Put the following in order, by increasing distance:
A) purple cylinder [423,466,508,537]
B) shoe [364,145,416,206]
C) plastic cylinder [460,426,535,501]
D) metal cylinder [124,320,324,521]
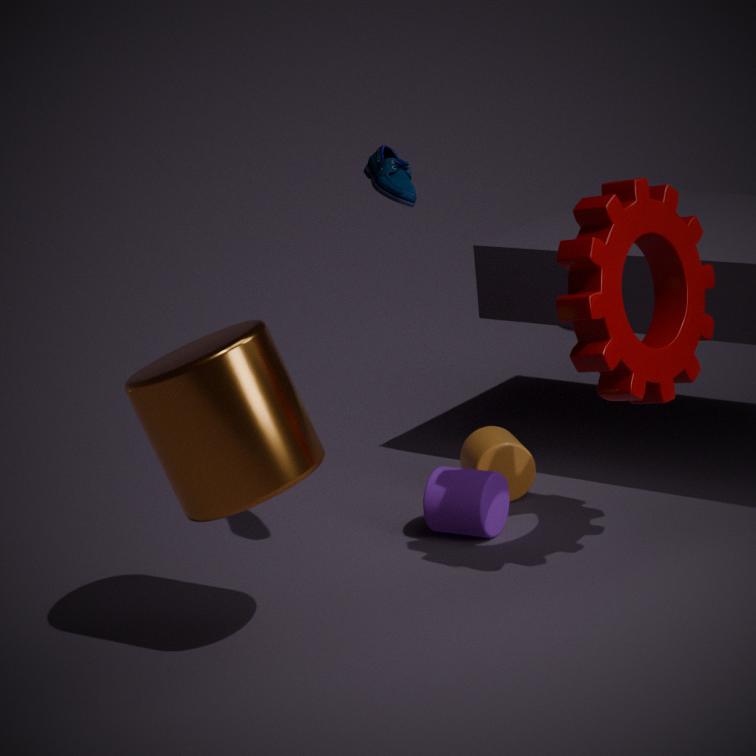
metal cylinder [124,320,324,521] < shoe [364,145,416,206] < purple cylinder [423,466,508,537] < plastic cylinder [460,426,535,501]
